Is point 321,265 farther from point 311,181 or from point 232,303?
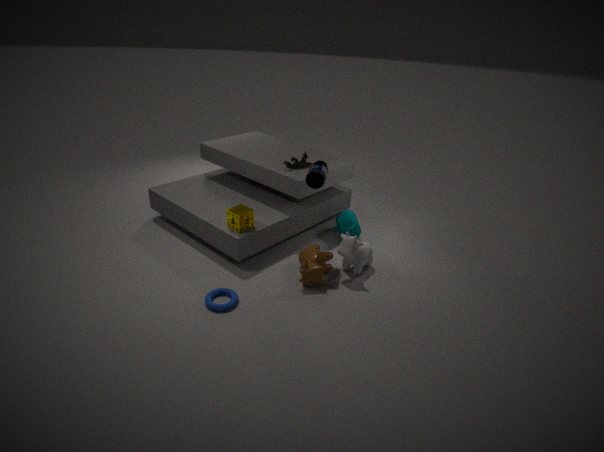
point 232,303
